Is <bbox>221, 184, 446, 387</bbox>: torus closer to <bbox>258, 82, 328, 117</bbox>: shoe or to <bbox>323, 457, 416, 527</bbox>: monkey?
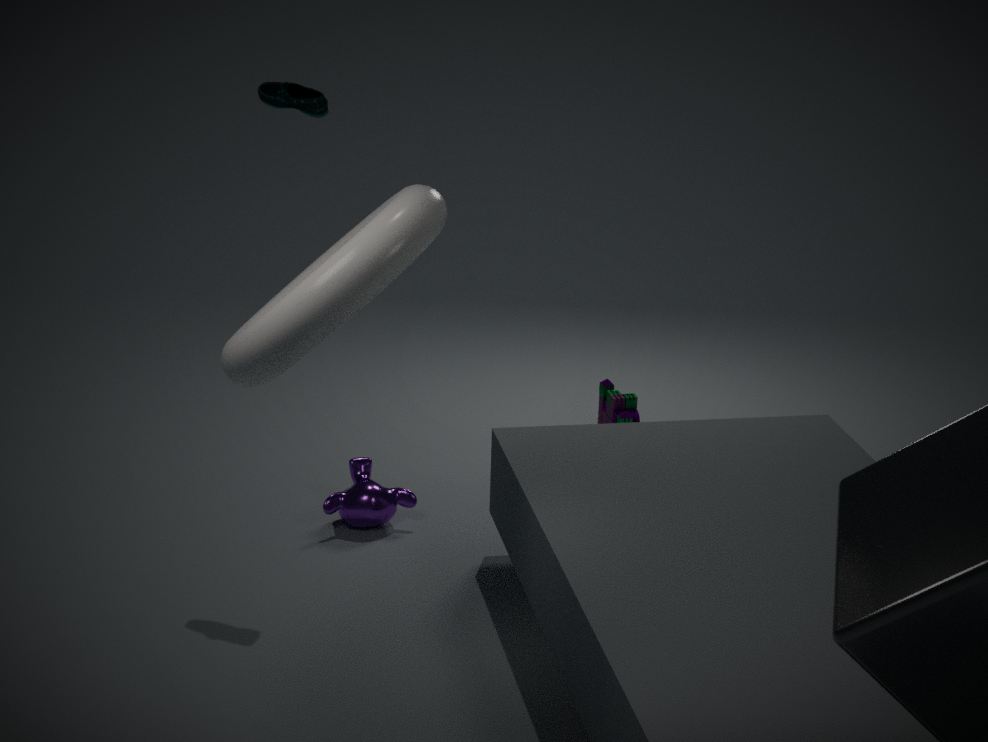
<bbox>258, 82, 328, 117</bbox>: shoe
